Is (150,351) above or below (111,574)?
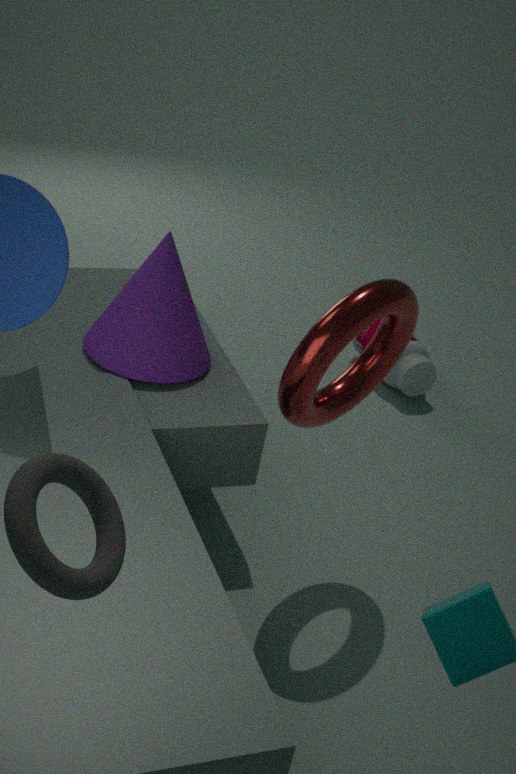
below
